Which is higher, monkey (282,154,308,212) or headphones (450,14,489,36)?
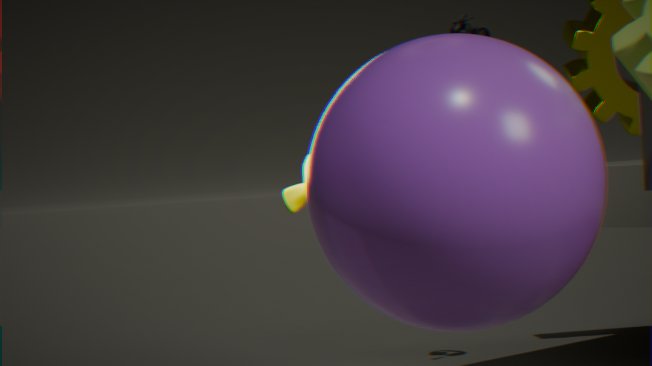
headphones (450,14,489,36)
